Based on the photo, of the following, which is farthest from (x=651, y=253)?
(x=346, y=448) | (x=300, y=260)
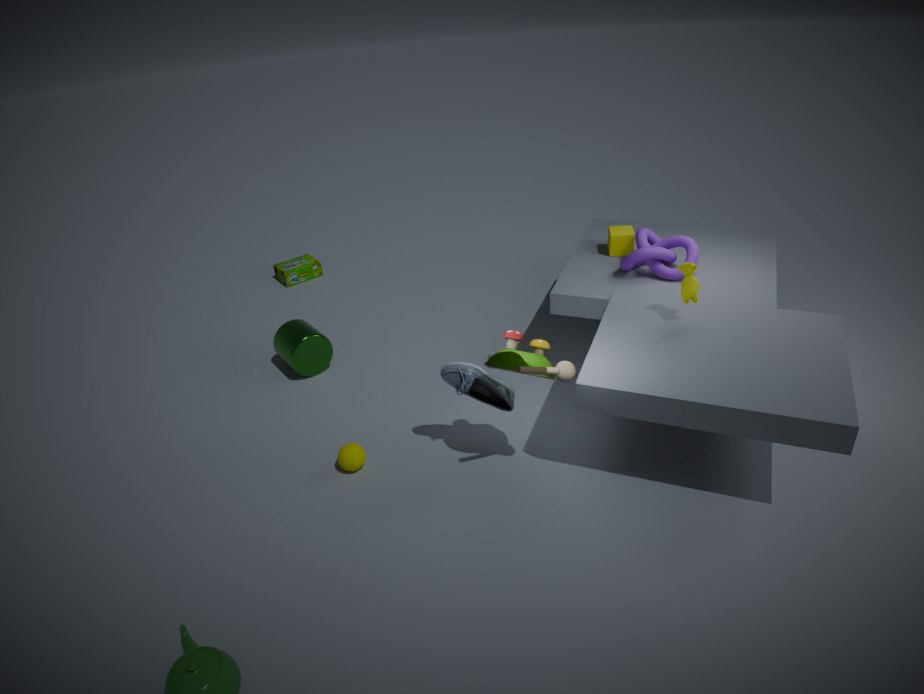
(x=300, y=260)
